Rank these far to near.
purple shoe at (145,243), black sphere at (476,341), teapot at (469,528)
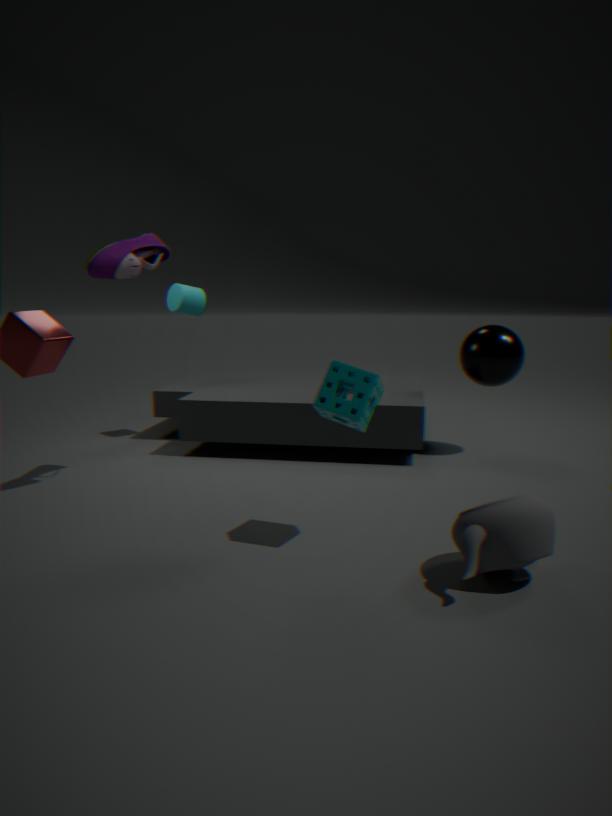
black sphere at (476,341) < purple shoe at (145,243) < teapot at (469,528)
